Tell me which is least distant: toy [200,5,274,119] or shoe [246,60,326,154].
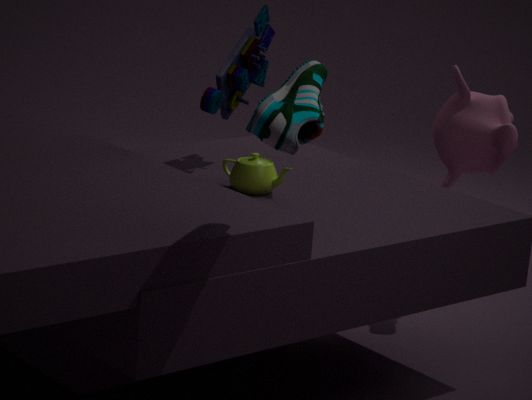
shoe [246,60,326,154]
